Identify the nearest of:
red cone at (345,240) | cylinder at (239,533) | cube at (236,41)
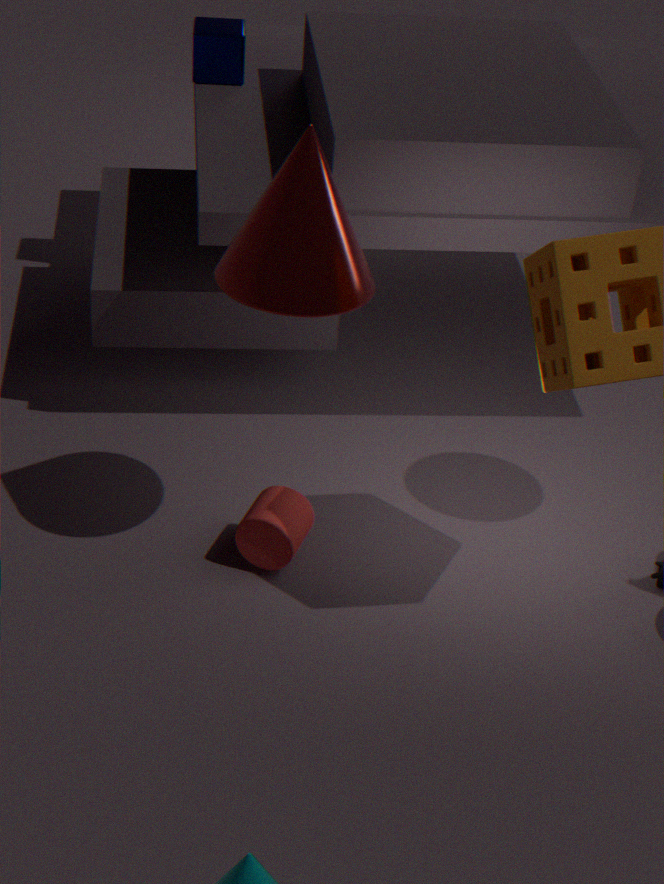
red cone at (345,240)
